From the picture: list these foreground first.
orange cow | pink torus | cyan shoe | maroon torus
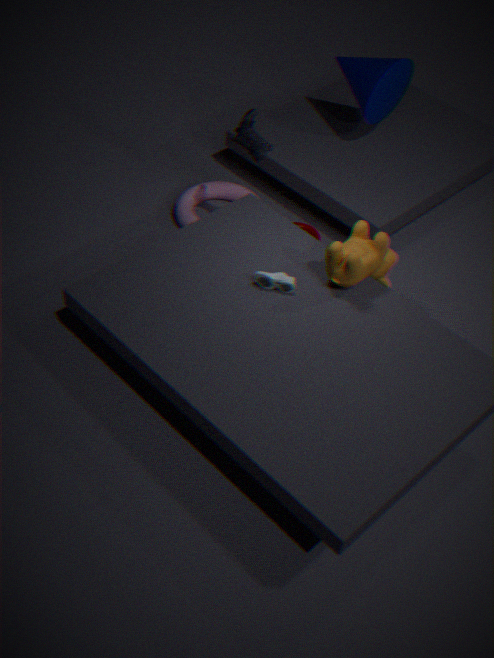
orange cow, cyan shoe, pink torus, maroon torus
